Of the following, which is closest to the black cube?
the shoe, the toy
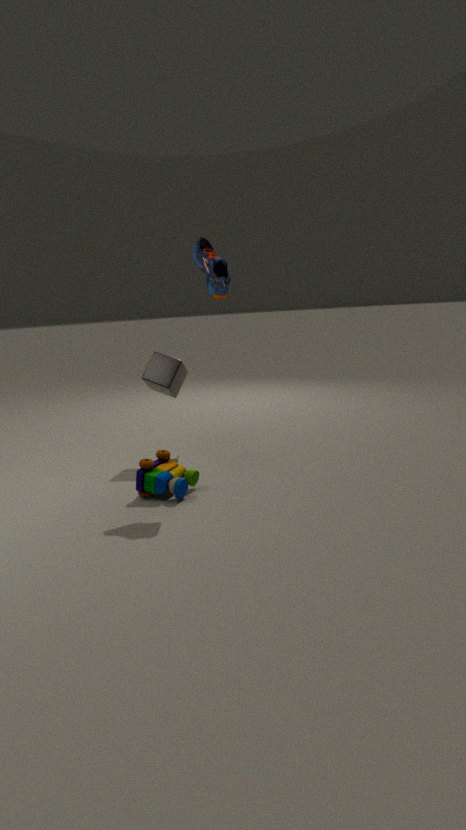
the toy
